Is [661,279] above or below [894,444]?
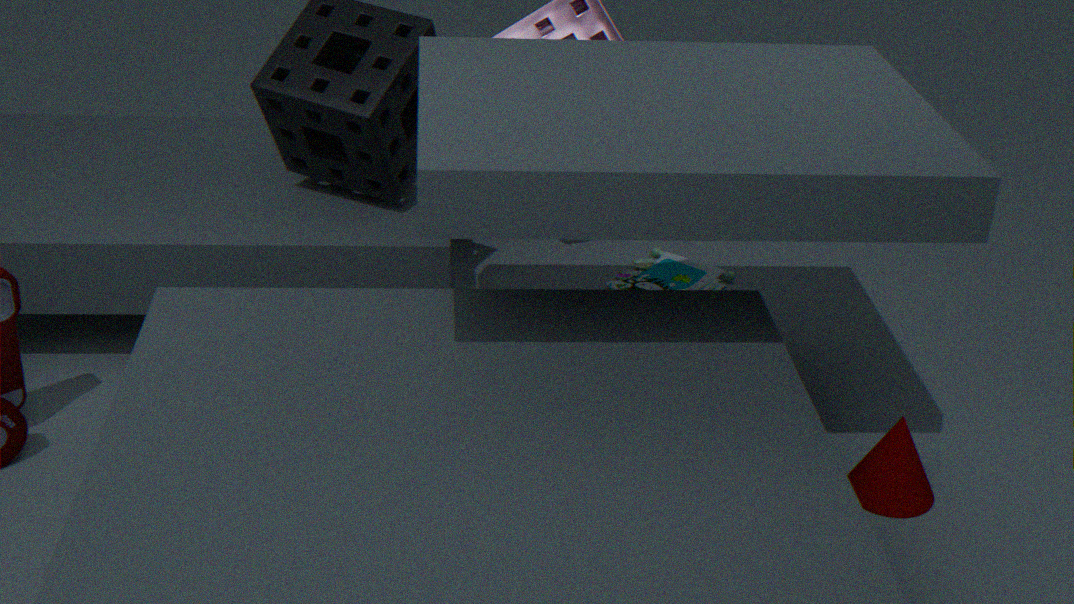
below
